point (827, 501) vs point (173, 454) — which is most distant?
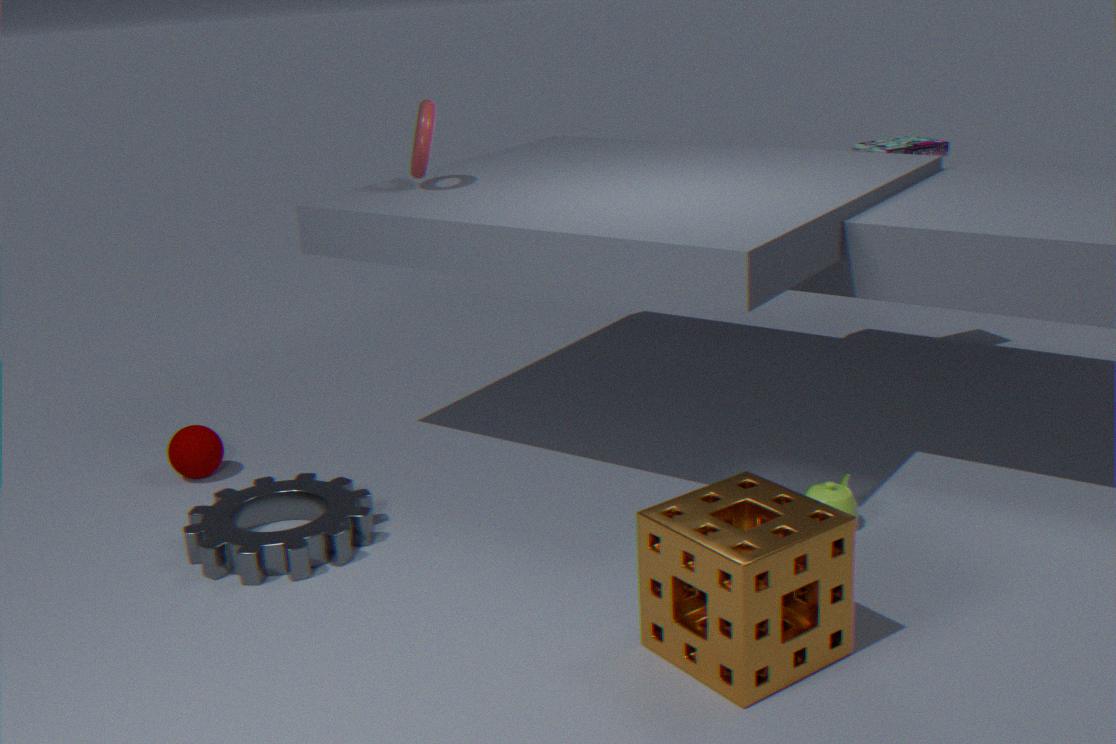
point (173, 454)
